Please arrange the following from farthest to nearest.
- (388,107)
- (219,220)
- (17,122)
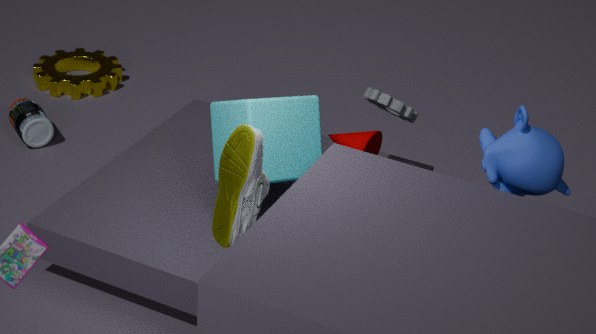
1. (17,122)
2. (388,107)
3. (219,220)
